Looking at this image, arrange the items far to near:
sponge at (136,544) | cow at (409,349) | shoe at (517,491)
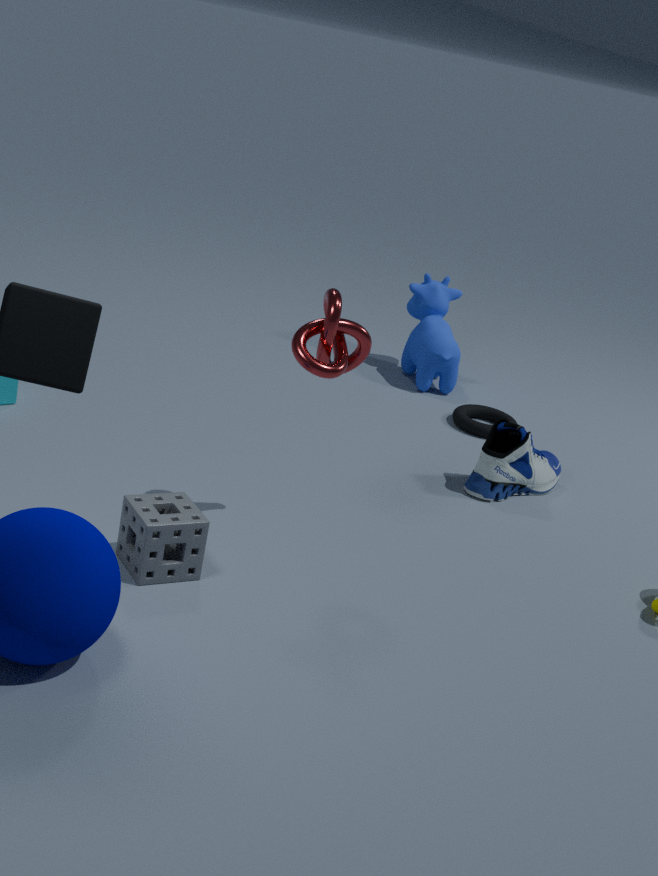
cow at (409,349)
shoe at (517,491)
sponge at (136,544)
